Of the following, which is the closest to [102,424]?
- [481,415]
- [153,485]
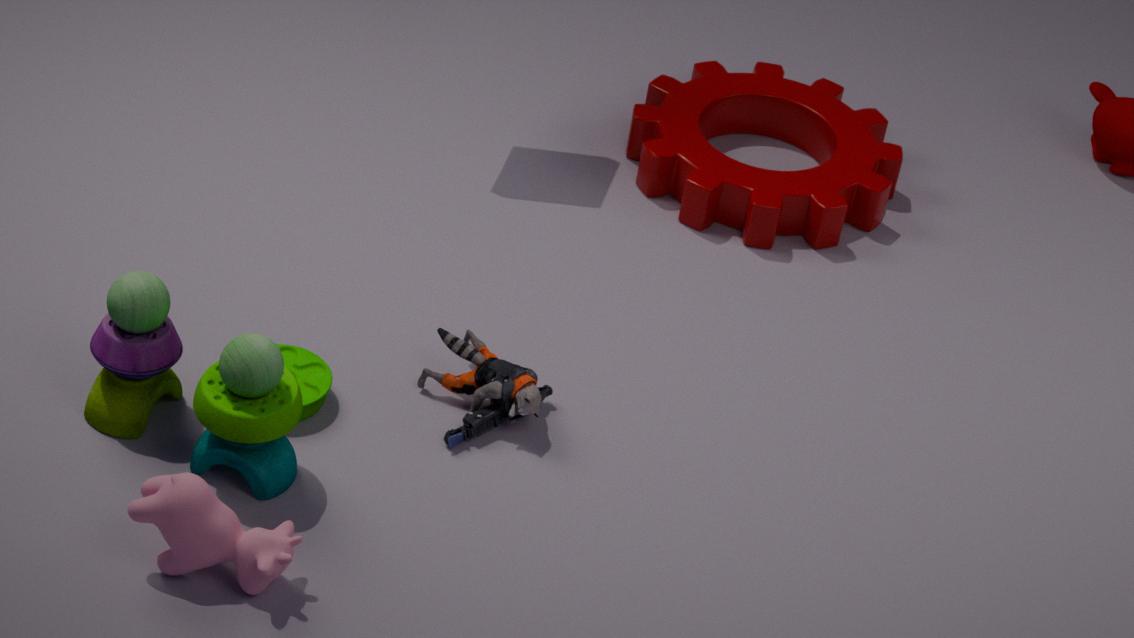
[153,485]
